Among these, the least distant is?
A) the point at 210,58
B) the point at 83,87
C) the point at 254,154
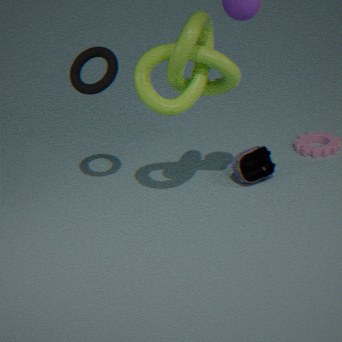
the point at 210,58
